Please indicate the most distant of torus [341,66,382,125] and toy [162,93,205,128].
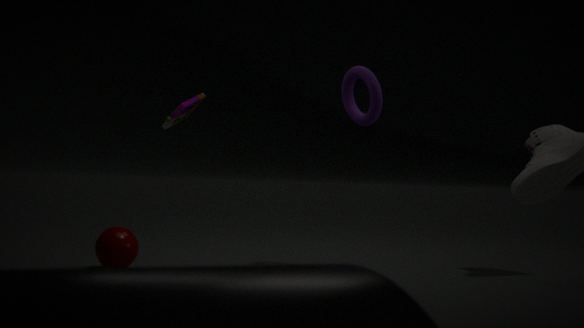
toy [162,93,205,128]
